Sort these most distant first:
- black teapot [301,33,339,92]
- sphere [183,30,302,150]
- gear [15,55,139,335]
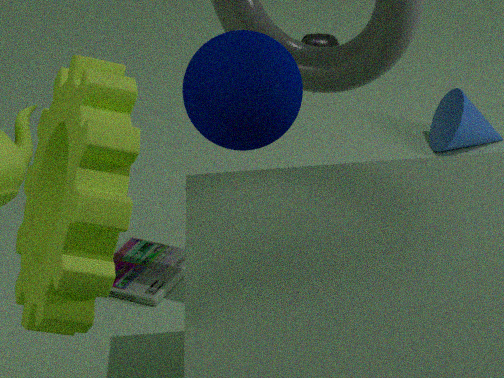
black teapot [301,33,339,92]
gear [15,55,139,335]
sphere [183,30,302,150]
